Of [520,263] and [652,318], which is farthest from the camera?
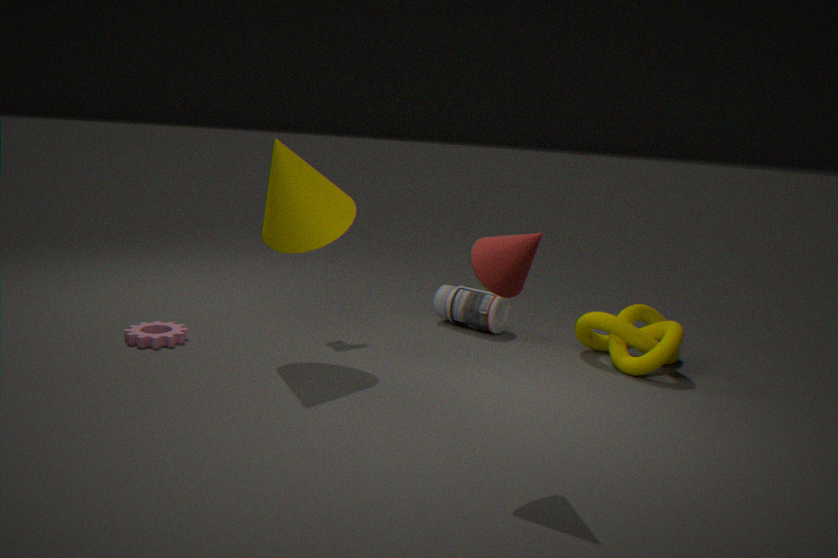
[652,318]
